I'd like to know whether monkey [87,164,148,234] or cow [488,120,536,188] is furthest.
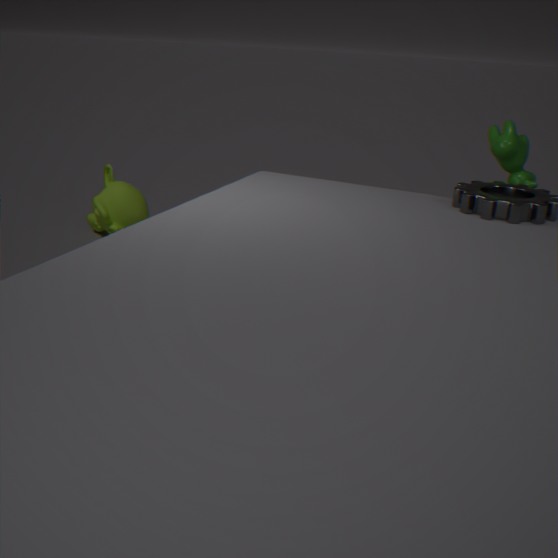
monkey [87,164,148,234]
